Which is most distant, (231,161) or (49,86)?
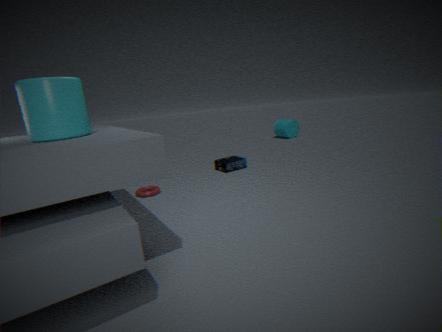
(231,161)
